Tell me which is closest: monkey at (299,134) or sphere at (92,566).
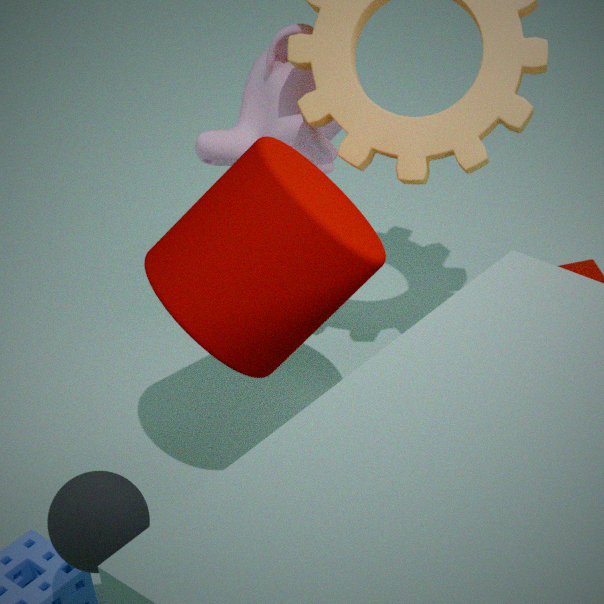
sphere at (92,566)
